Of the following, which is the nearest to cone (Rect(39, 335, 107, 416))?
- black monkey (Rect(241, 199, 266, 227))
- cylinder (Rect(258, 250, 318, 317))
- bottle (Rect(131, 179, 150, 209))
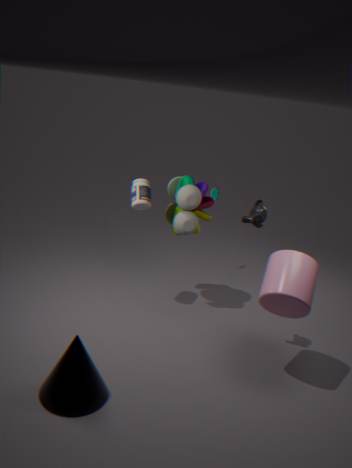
cylinder (Rect(258, 250, 318, 317))
